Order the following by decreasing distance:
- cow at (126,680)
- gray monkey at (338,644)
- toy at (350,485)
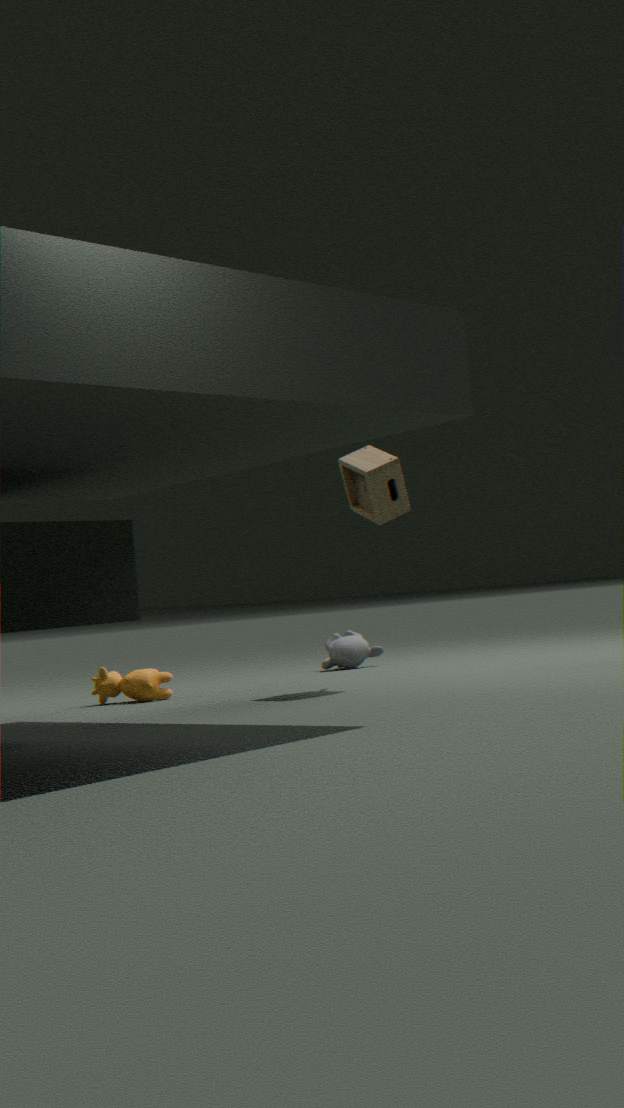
gray monkey at (338,644), cow at (126,680), toy at (350,485)
